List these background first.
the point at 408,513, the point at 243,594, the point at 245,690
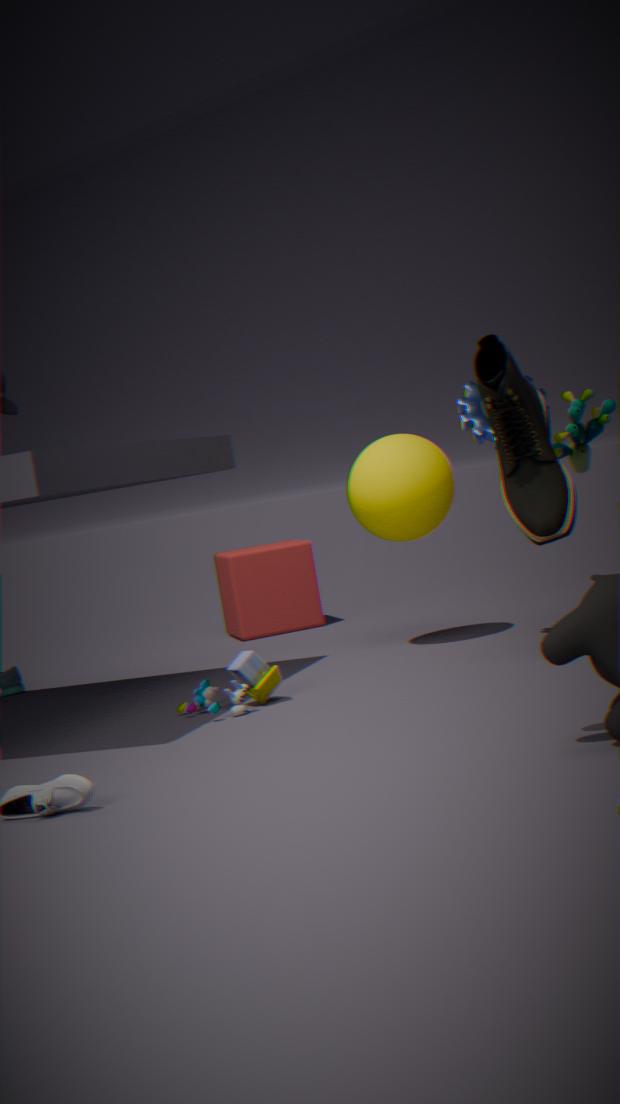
the point at 243,594
the point at 408,513
the point at 245,690
